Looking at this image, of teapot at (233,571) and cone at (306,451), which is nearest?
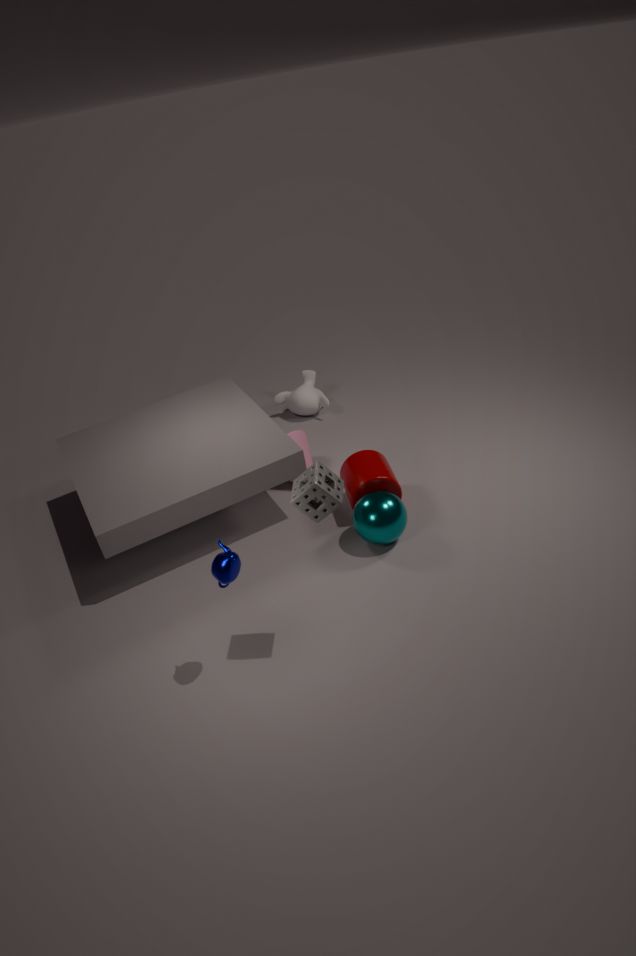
teapot at (233,571)
